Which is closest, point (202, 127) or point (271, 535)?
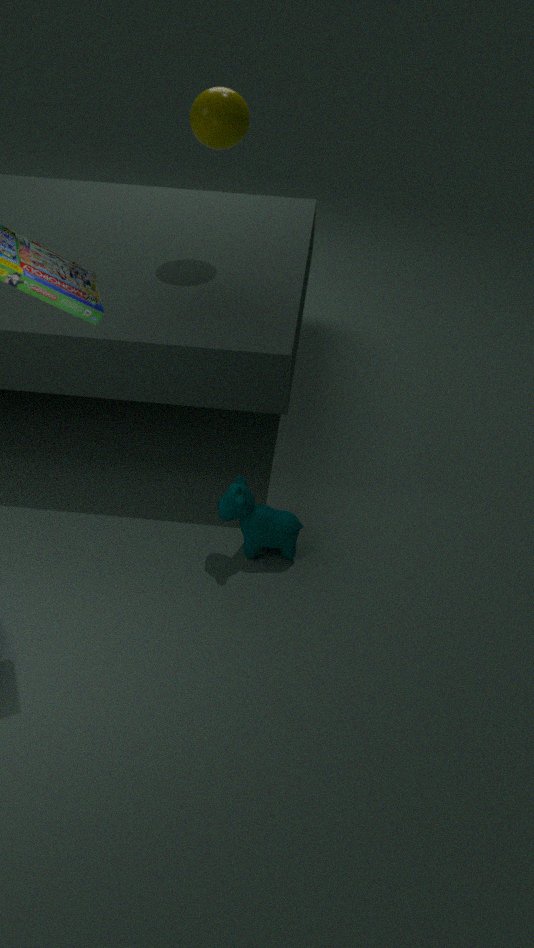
point (271, 535)
